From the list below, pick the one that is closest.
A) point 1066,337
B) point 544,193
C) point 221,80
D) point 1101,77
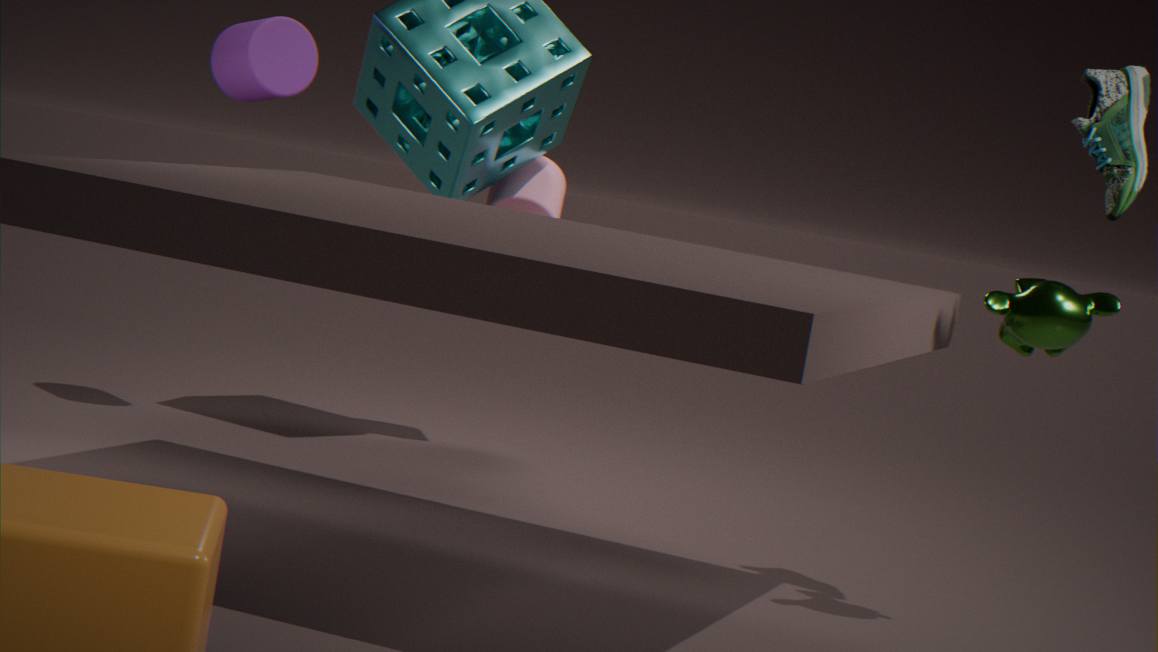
point 1066,337
